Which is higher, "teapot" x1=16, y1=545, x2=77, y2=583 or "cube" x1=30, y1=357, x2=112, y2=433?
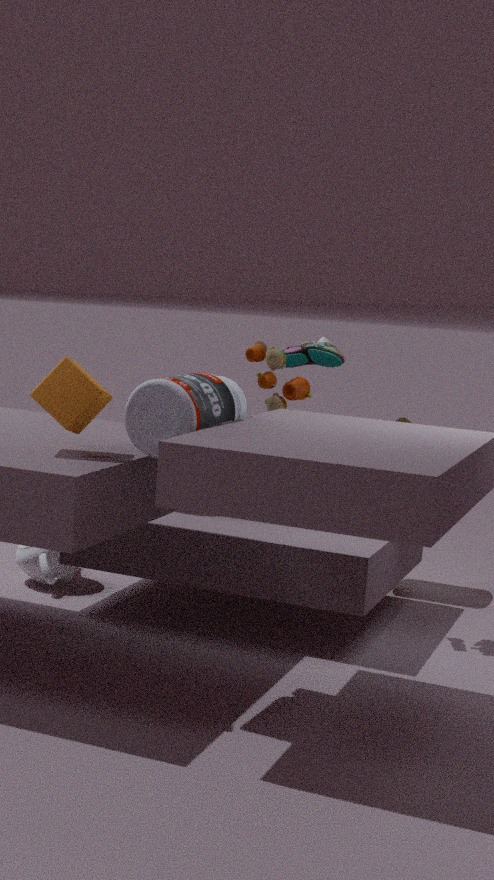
"cube" x1=30, y1=357, x2=112, y2=433
